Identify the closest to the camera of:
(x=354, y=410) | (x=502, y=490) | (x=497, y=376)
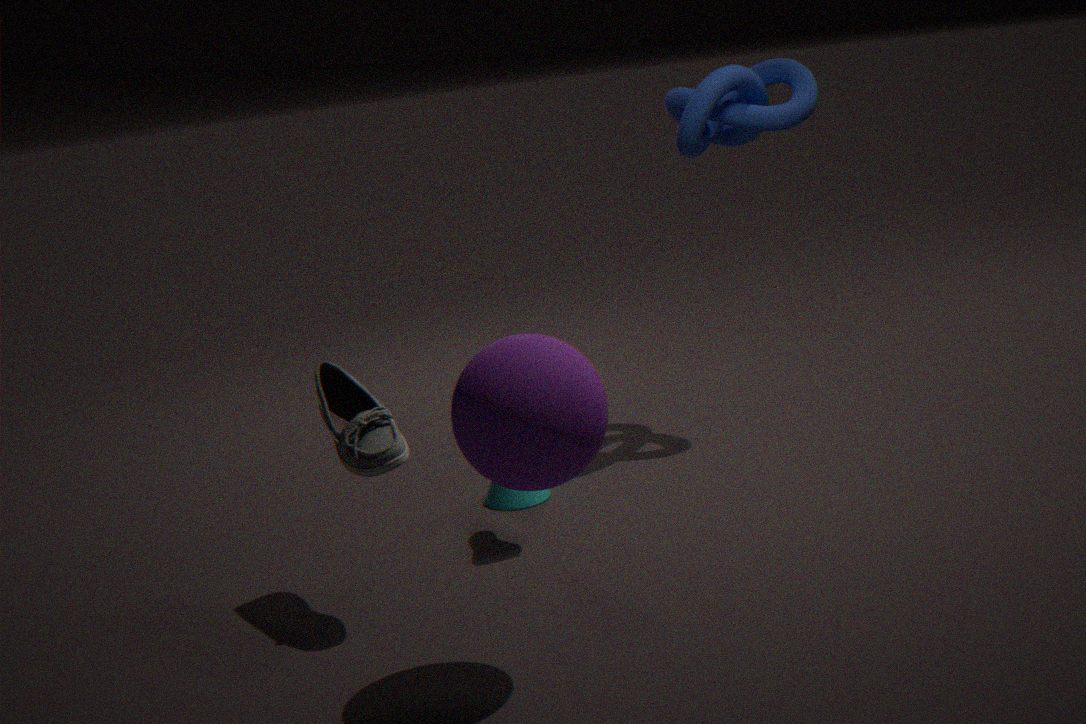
(x=497, y=376)
